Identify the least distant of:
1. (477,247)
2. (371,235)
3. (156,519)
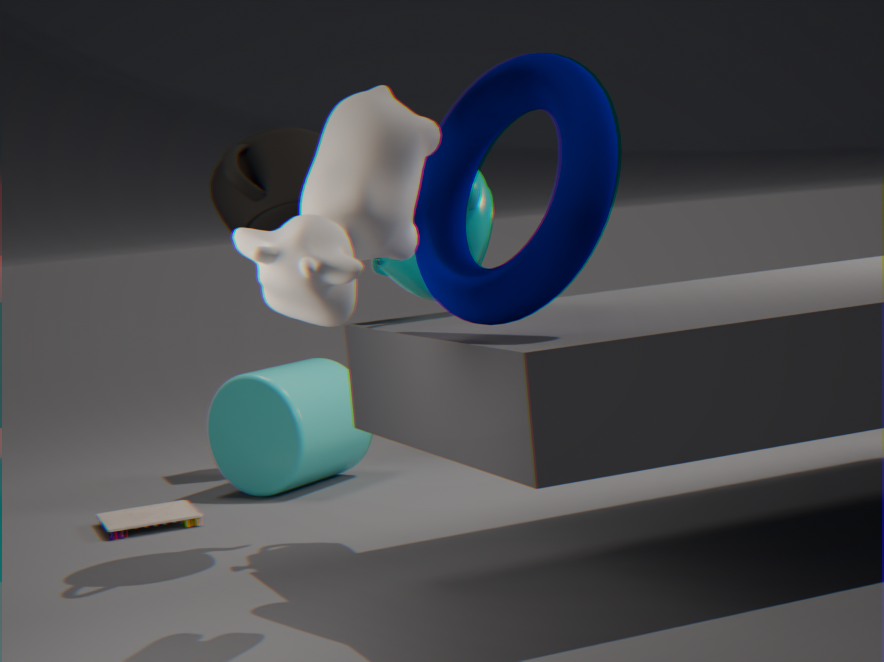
(371,235)
